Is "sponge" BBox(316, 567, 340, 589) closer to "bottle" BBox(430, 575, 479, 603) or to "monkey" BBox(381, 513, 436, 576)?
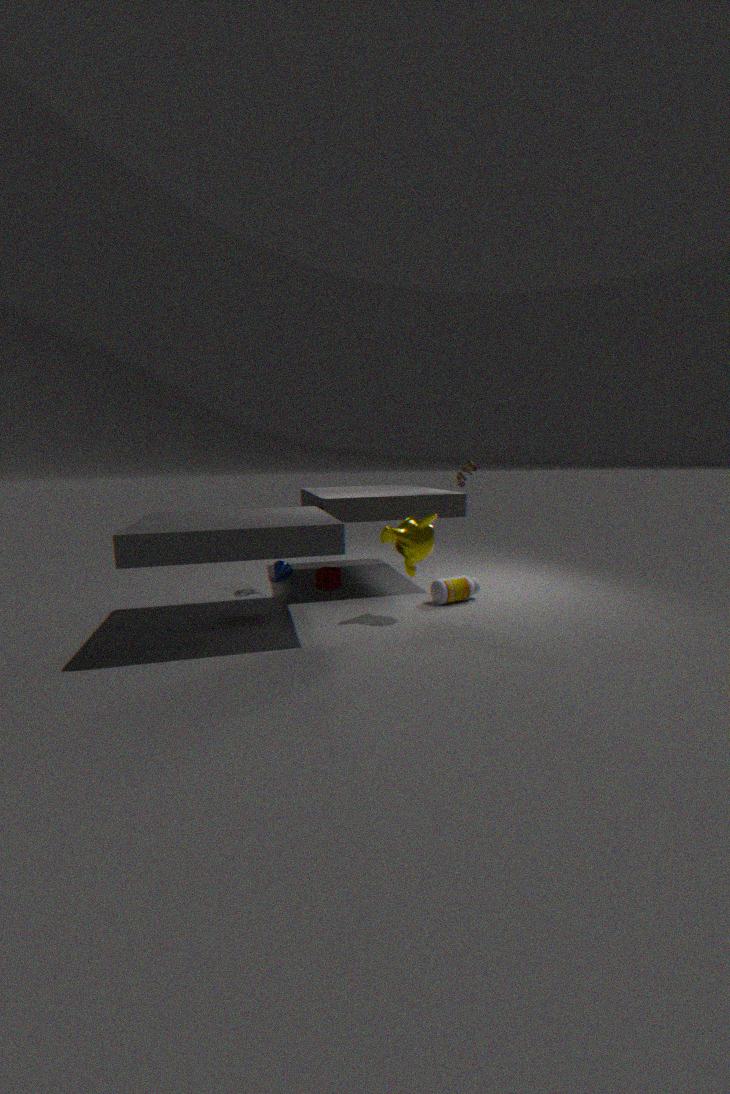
"bottle" BBox(430, 575, 479, 603)
